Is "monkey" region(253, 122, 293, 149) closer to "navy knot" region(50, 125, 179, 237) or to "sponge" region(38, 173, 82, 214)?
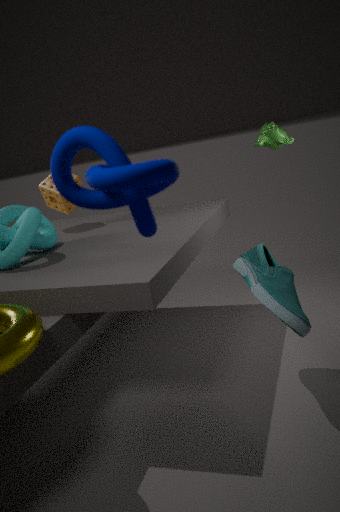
"sponge" region(38, 173, 82, 214)
